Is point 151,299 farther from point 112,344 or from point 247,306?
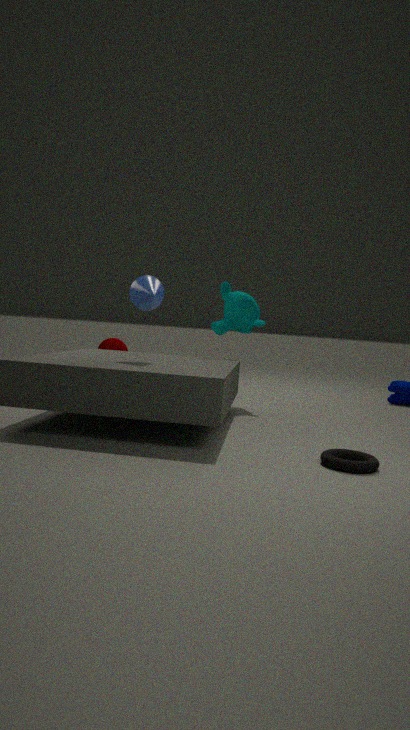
point 112,344
